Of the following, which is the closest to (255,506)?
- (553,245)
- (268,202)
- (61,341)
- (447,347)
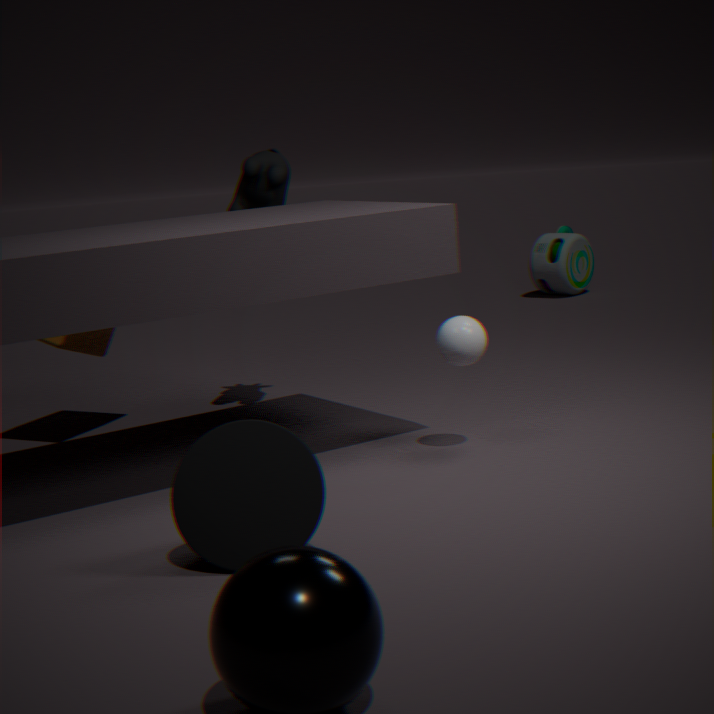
(447,347)
